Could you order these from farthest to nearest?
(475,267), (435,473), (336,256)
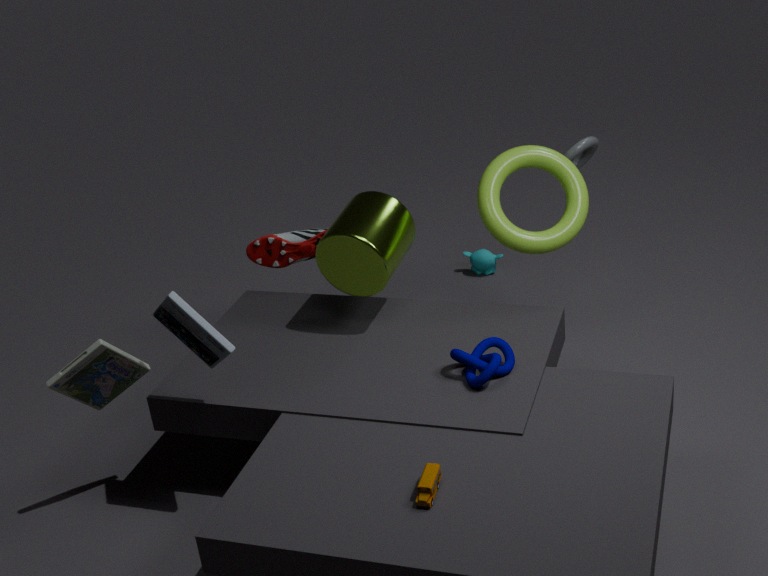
(475,267)
(336,256)
(435,473)
